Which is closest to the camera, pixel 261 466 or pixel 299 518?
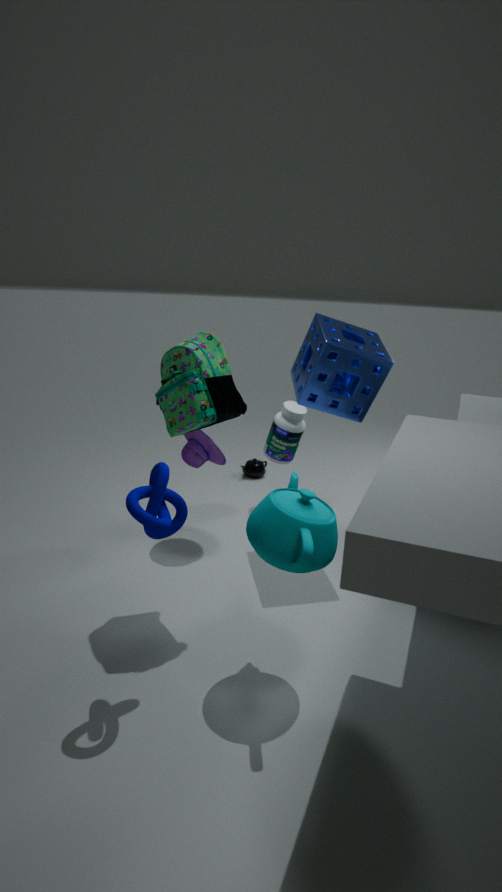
pixel 299 518
